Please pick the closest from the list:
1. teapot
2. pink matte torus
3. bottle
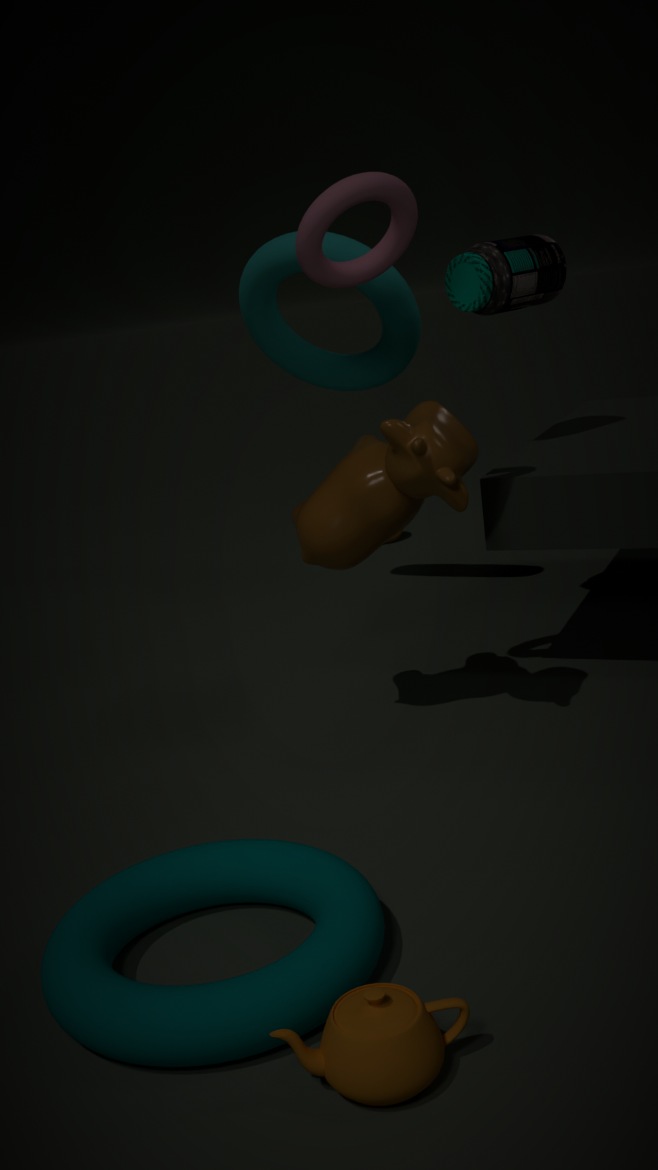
teapot
